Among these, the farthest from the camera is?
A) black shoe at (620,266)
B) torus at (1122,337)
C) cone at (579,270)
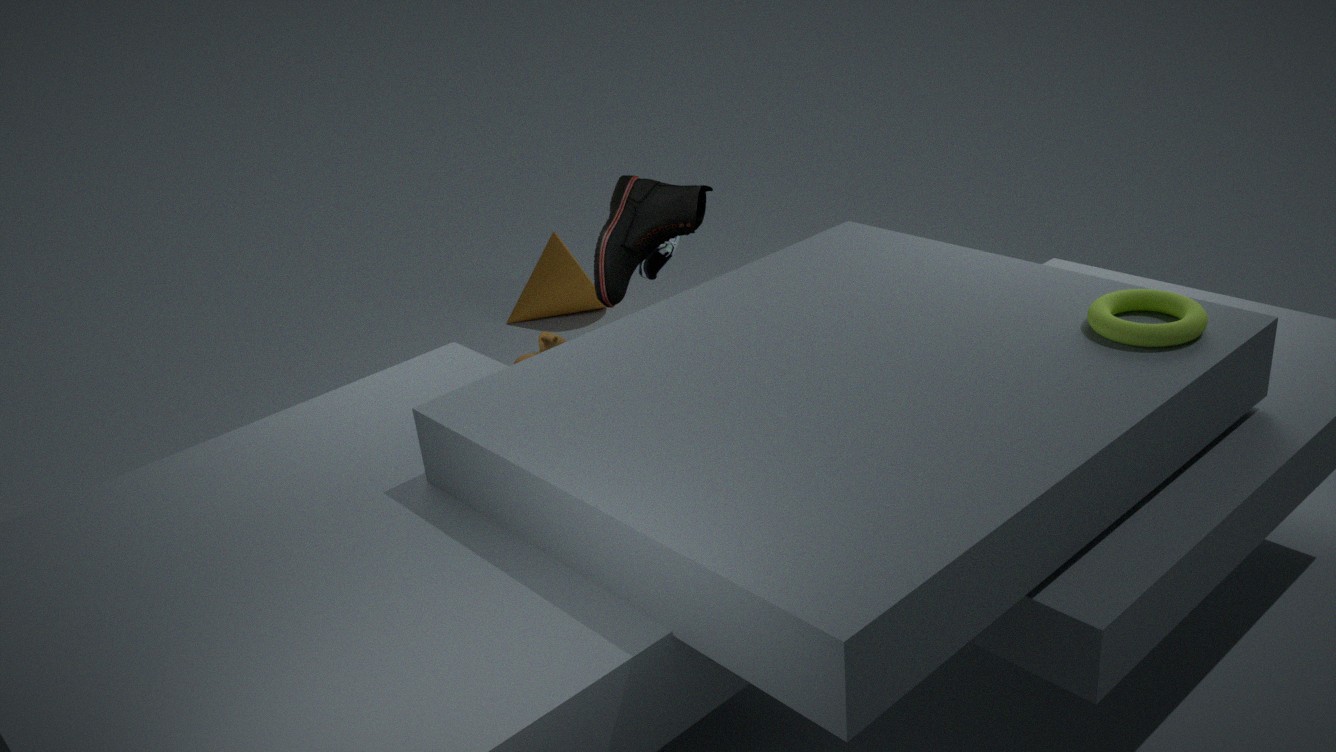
cone at (579,270)
